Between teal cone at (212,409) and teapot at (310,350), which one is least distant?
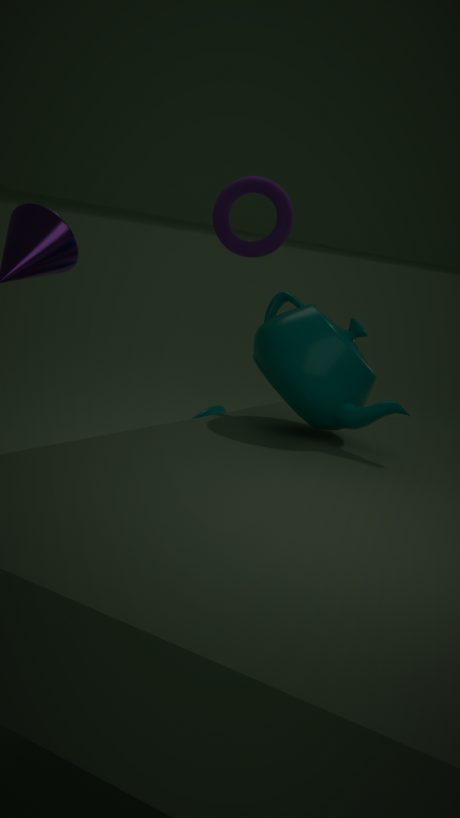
teapot at (310,350)
